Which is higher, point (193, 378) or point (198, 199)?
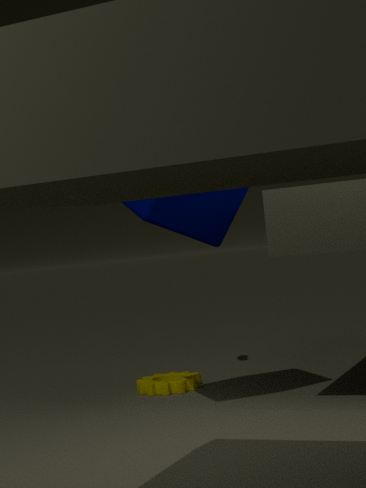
point (198, 199)
